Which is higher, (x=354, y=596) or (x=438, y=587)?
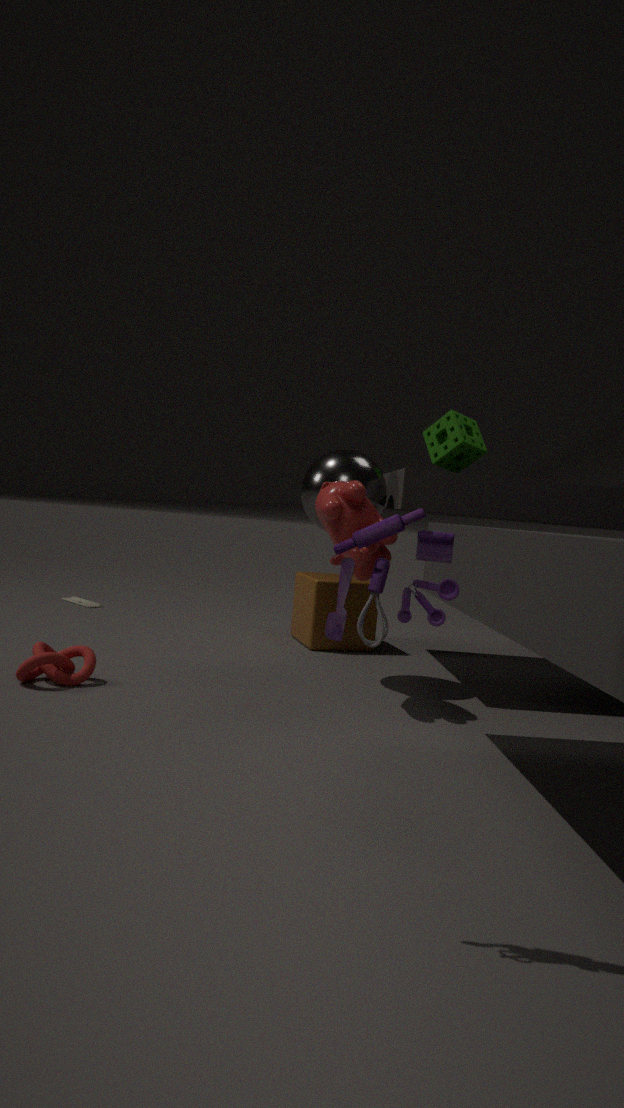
(x=438, y=587)
